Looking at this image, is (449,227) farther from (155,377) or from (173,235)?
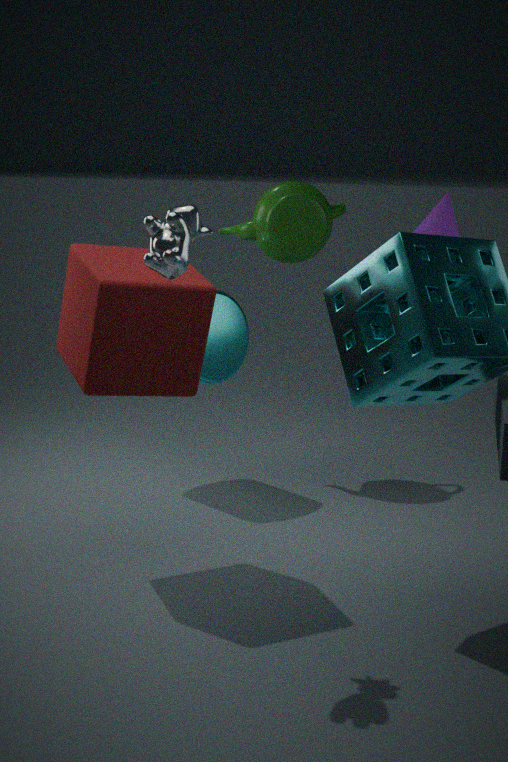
(173,235)
